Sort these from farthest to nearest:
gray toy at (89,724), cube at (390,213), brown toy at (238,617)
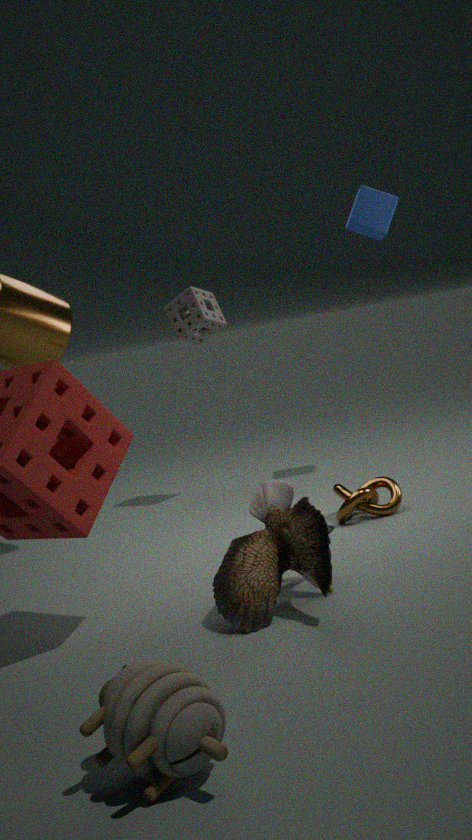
cube at (390,213)
brown toy at (238,617)
gray toy at (89,724)
